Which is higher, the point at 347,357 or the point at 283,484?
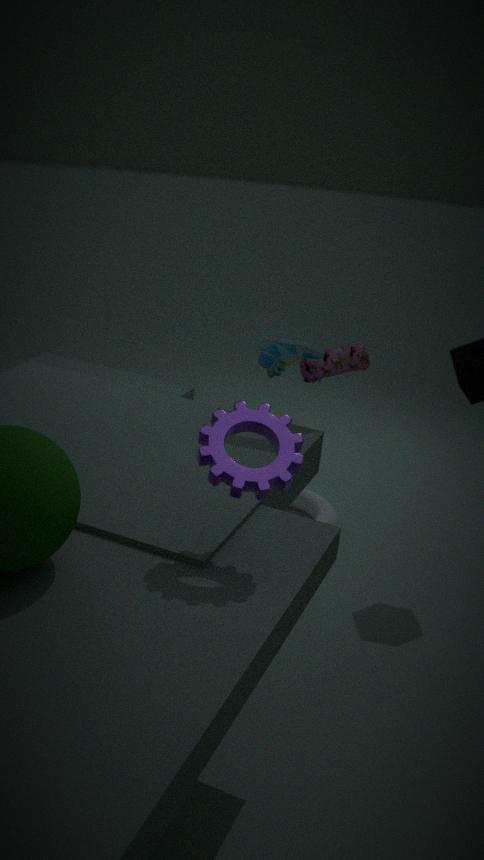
the point at 283,484
